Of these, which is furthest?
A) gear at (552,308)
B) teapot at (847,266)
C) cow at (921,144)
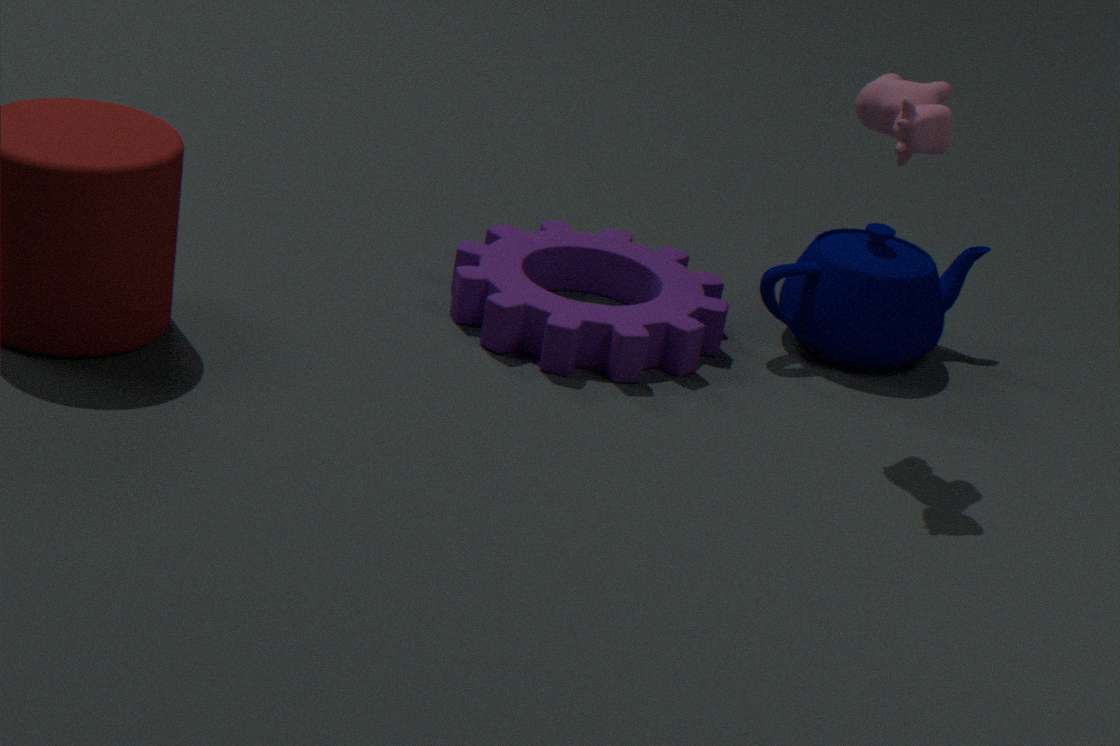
teapot at (847,266)
